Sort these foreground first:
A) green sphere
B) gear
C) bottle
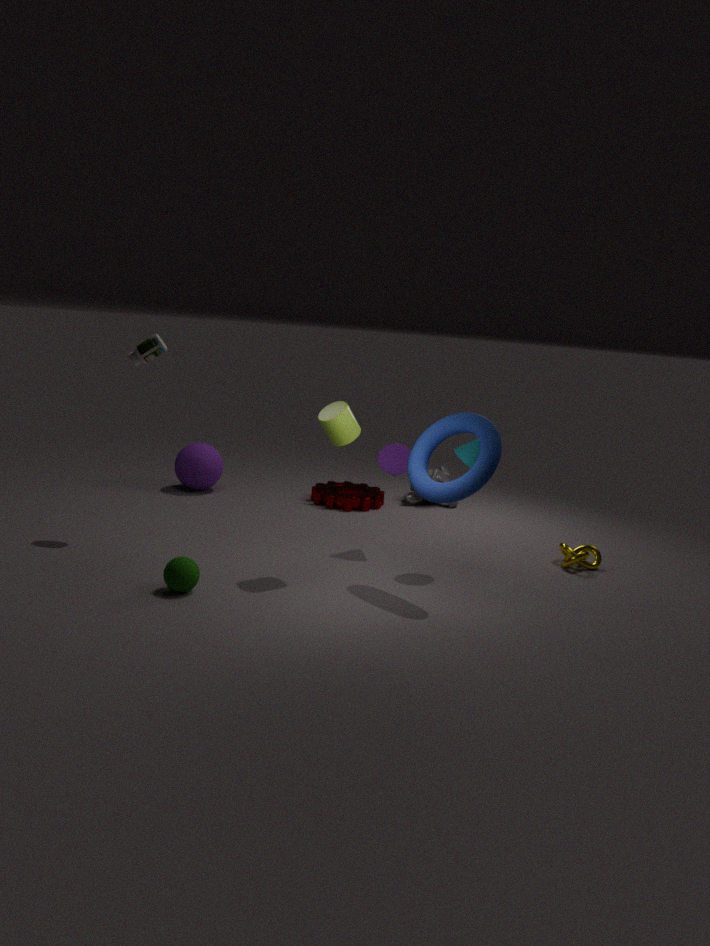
green sphere < bottle < gear
